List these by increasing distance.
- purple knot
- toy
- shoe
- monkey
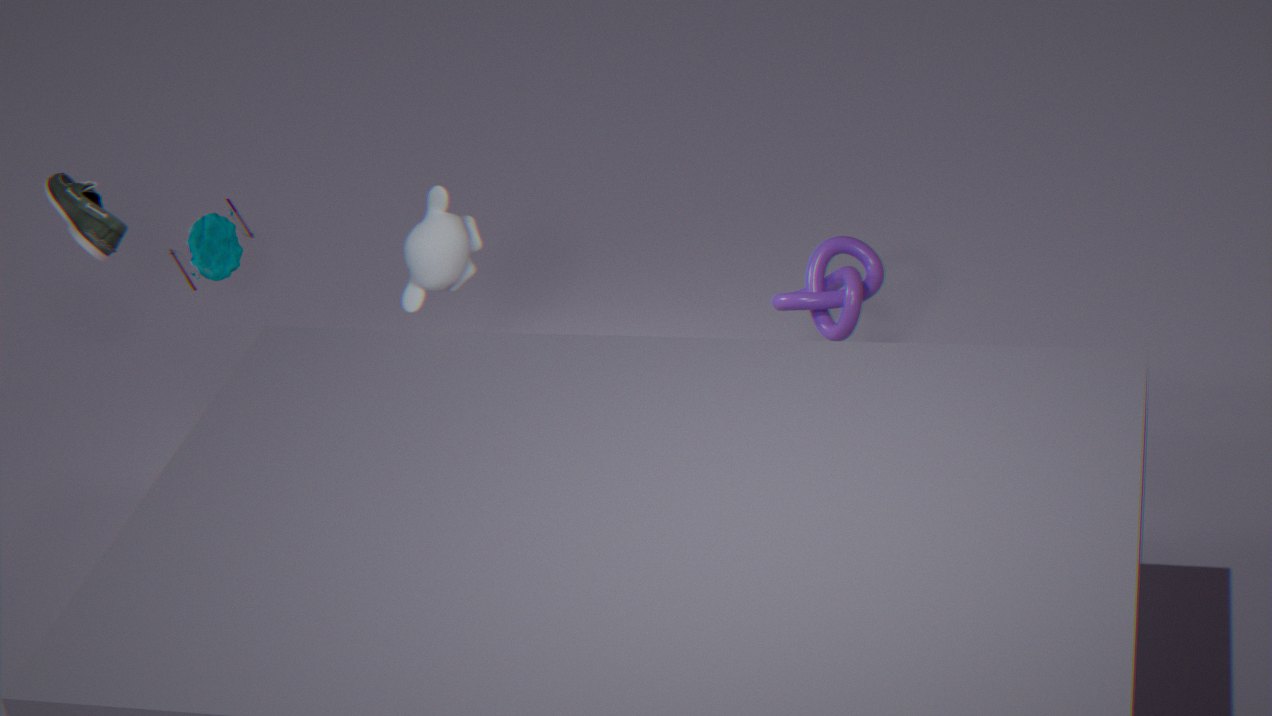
shoe → monkey → purple knot → toy
